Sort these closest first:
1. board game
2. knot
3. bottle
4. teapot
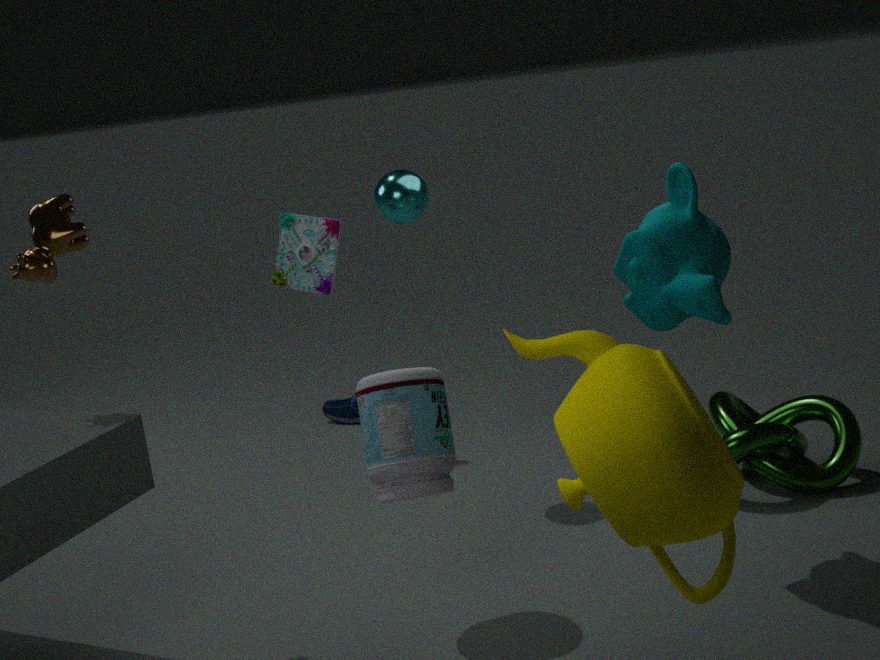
1. teapot
2. bottle
3. knot
4. board game
